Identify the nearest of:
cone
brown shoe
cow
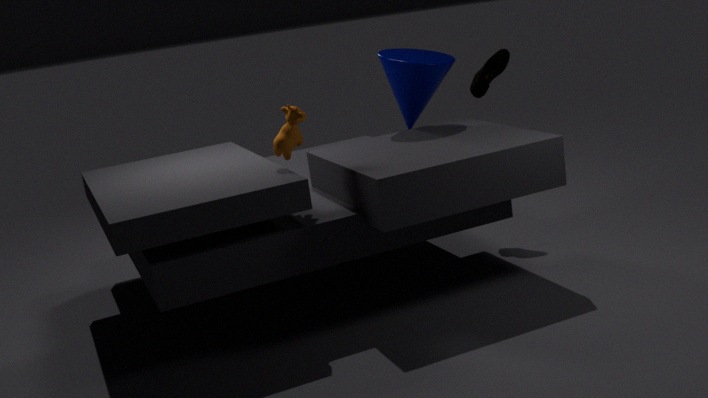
cow
